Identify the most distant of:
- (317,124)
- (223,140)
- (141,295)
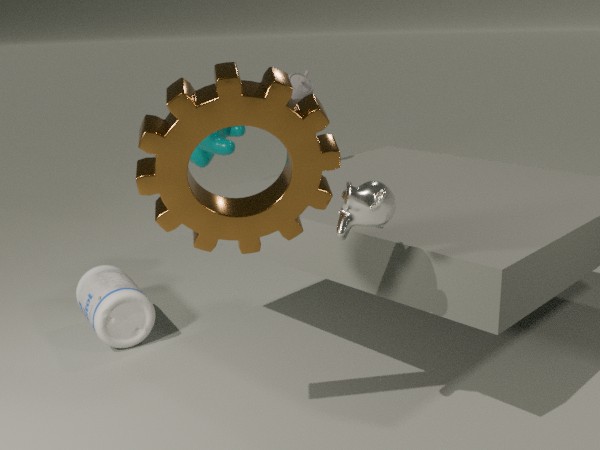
(223,140)
